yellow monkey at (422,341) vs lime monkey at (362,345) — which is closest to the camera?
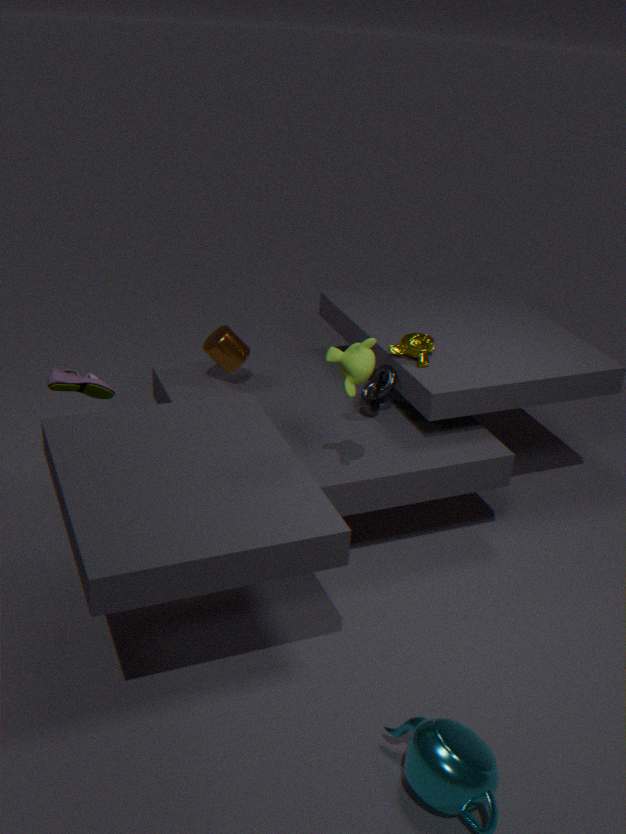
lime monkey at (362,345)
